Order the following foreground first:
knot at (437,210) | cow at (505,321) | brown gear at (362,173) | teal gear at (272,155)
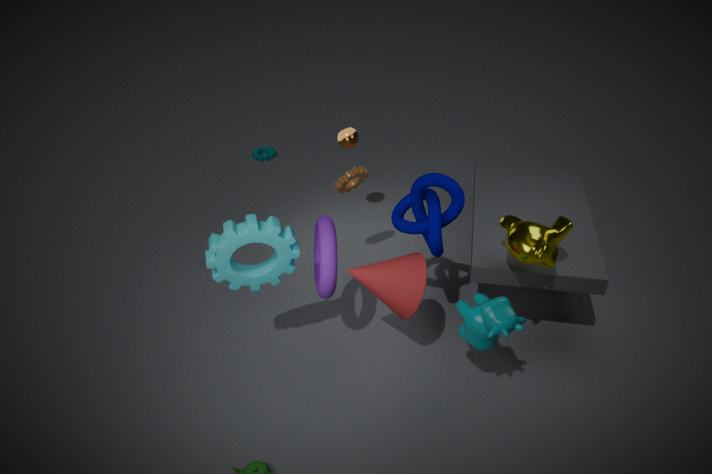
cow at (505,321), knot at (437,210), brown gear at (362,173), teal gear at (272,155)
